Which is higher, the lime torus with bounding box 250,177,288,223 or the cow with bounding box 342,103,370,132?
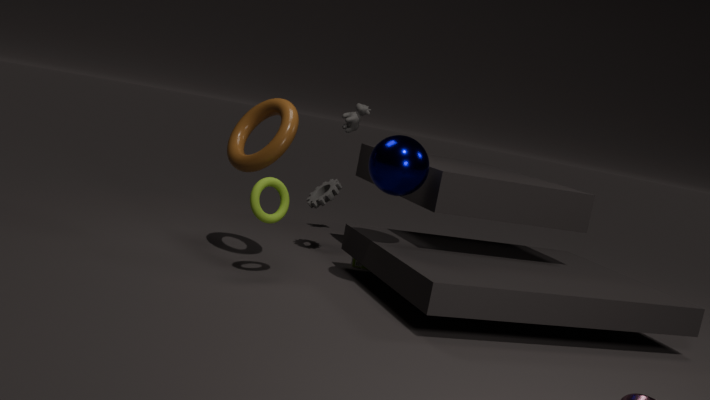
the cow with bounding box 342,103,370,132
